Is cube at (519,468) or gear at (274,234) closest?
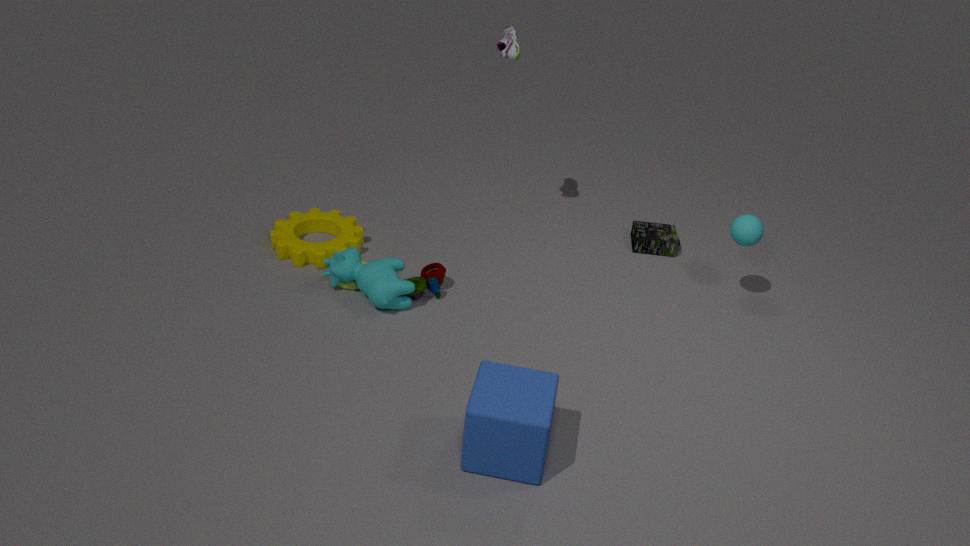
cube at (519,468)
